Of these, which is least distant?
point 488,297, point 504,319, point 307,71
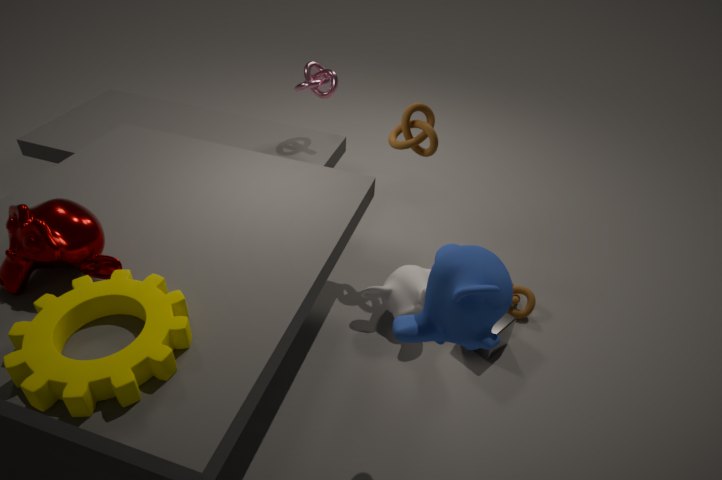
point 488,297
